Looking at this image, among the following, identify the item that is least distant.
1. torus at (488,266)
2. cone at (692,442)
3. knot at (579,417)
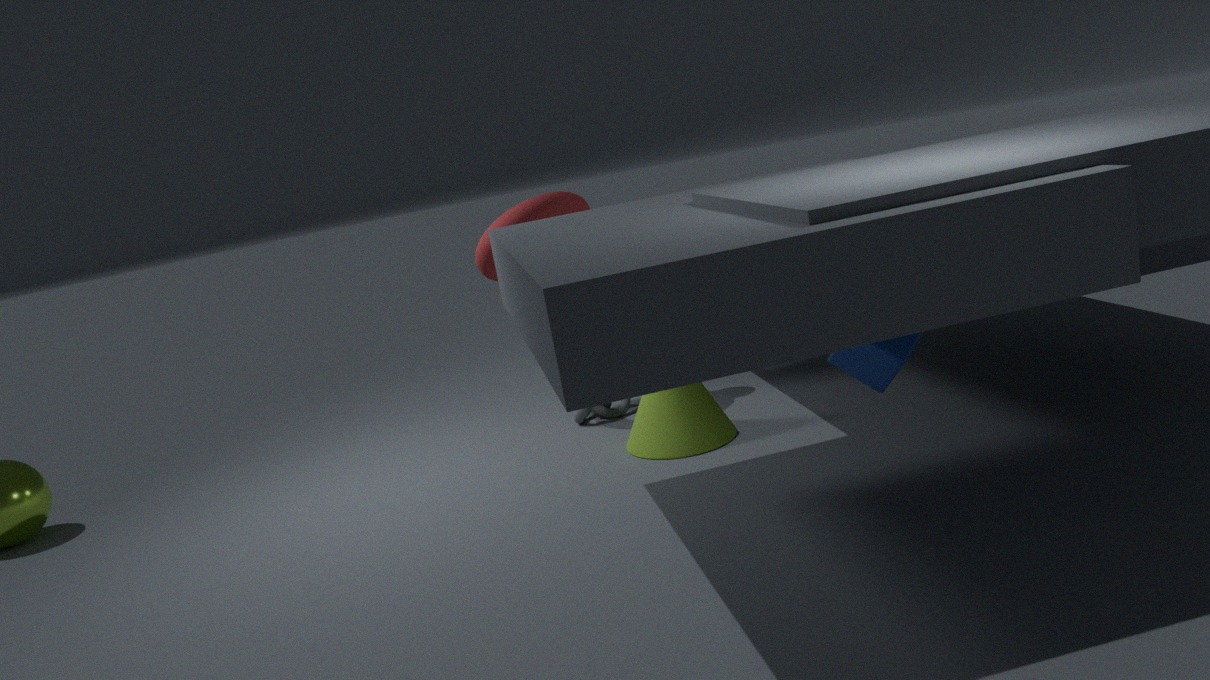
cone at (692,442)
